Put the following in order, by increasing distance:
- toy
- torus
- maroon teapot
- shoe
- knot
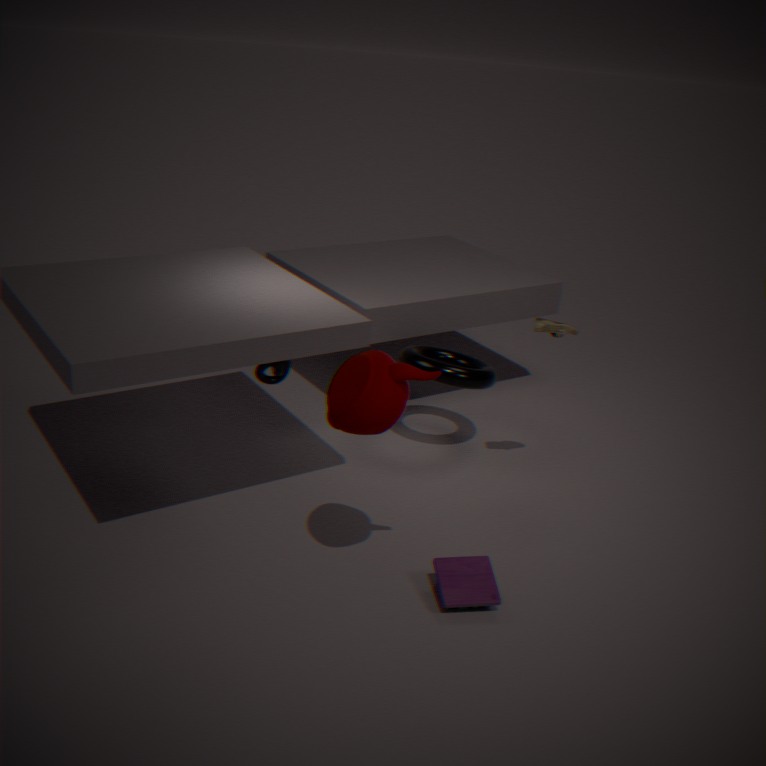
maroon teapot, toy, knot, shoe, torus
